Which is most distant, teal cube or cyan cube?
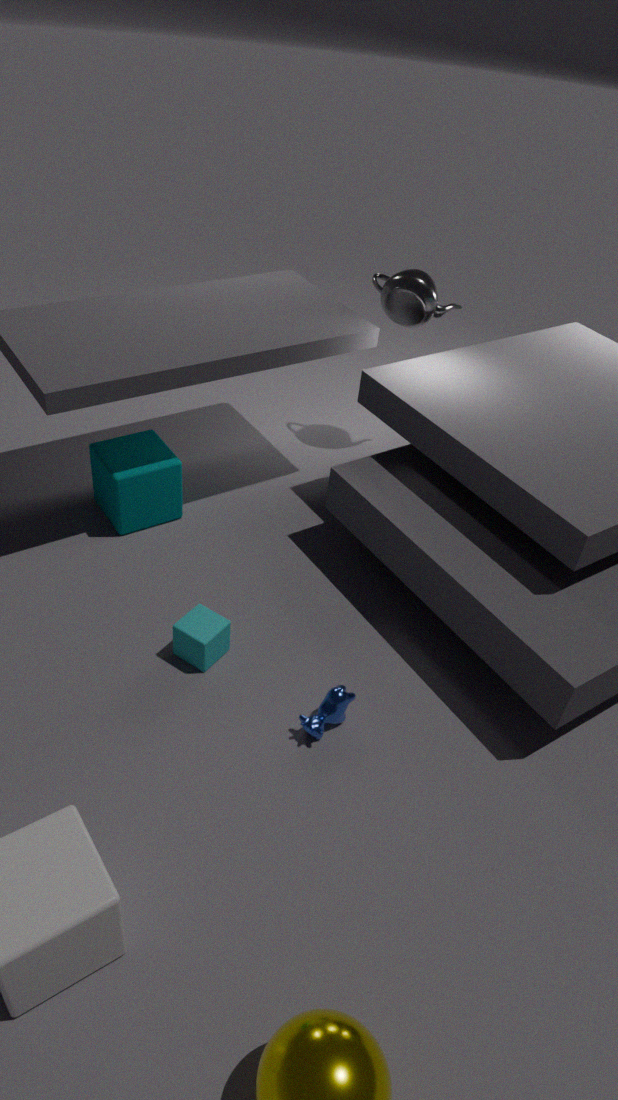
teal cube
